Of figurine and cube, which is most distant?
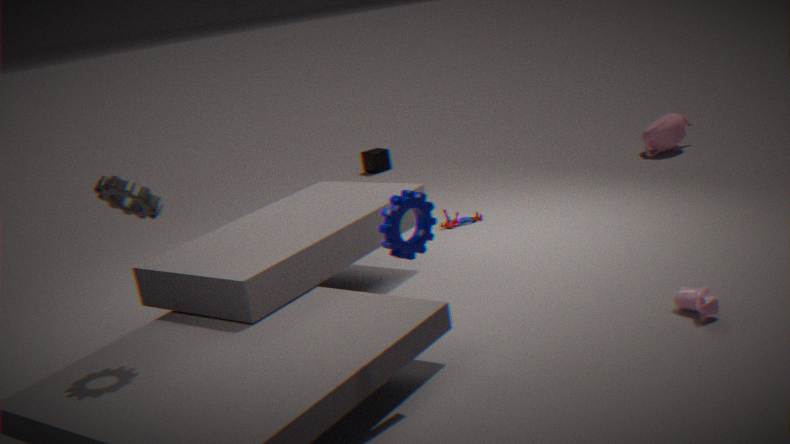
cube
